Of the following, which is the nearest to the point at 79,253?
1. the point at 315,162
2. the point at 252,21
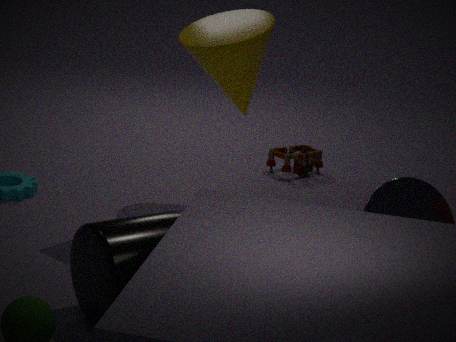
the point at 252,21
